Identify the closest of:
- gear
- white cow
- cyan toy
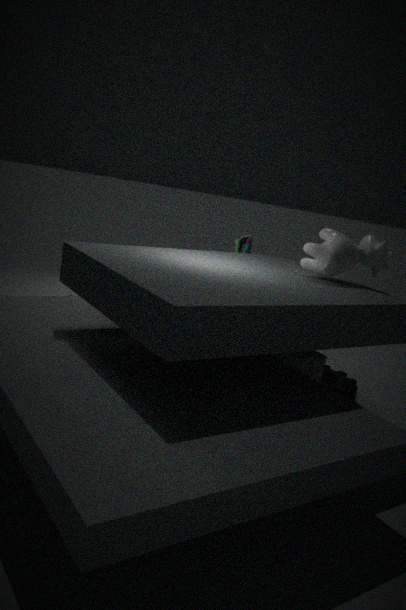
white cow
